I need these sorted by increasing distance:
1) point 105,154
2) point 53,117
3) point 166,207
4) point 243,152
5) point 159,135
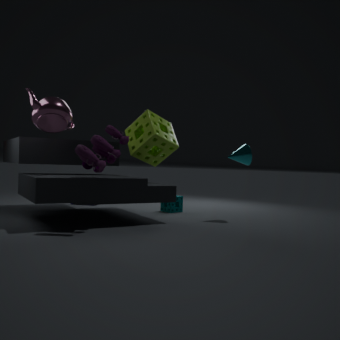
2. point 53,117 → 1. point 105,154 → 5. point 159,135 → 4. point 243,152 → 3. point 166,207
